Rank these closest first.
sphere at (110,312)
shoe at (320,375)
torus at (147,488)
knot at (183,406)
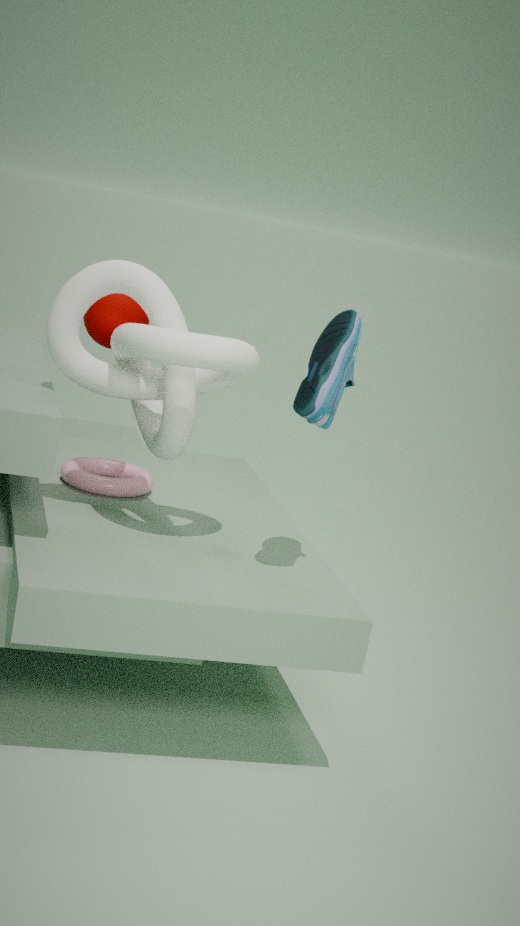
1. shoe at (320,375)
2. knot at (183,406)
3. sphere at (110,312)
4. torus at (147,488)
